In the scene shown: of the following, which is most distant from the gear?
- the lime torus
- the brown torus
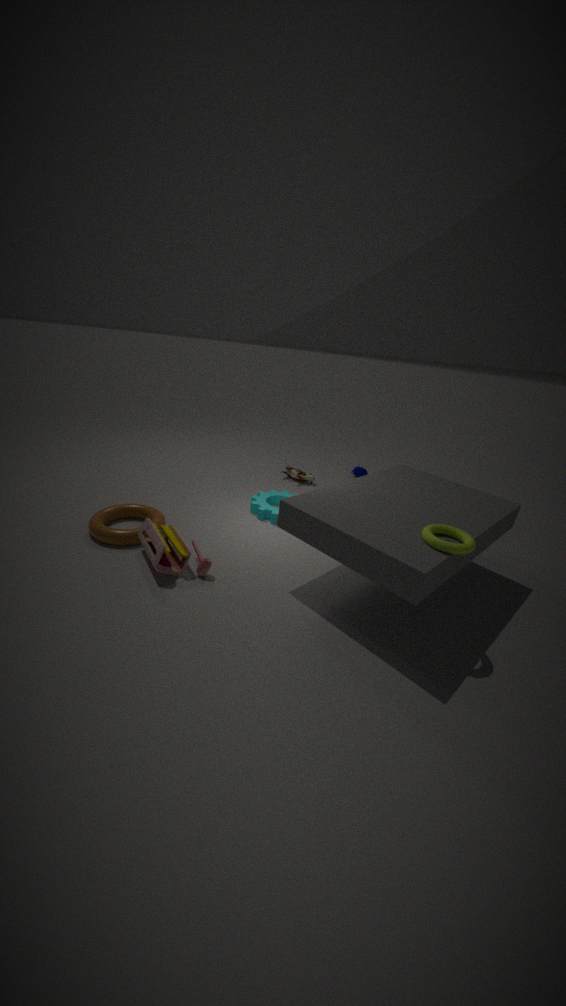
the lime torus
